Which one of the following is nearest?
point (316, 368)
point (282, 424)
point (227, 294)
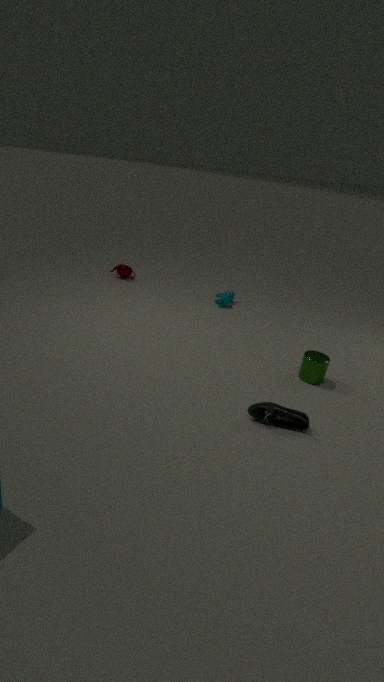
point (282, 424)
